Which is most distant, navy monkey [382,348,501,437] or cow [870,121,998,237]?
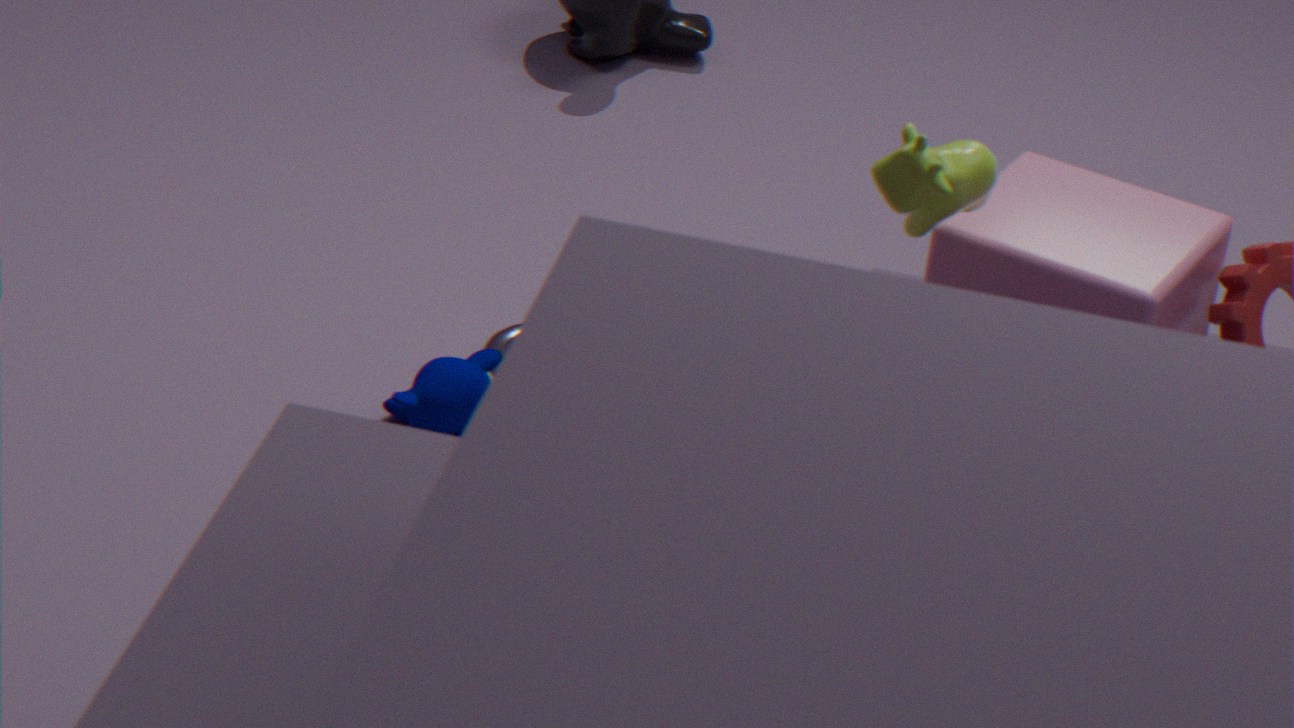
navy monkey [382,348,501,437]
